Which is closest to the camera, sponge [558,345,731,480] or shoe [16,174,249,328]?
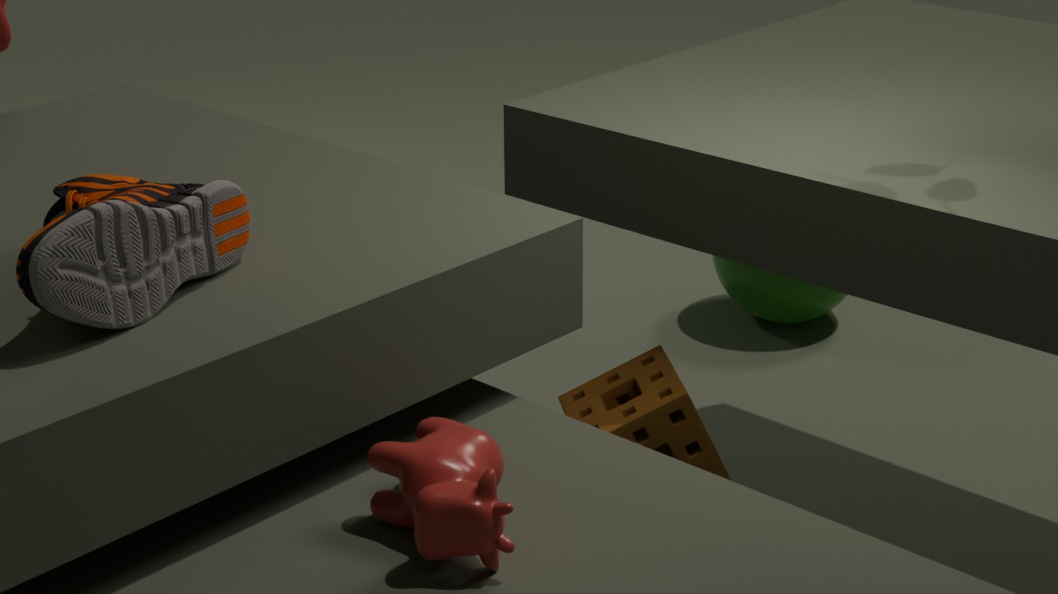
shoe [16,174,249,328]
